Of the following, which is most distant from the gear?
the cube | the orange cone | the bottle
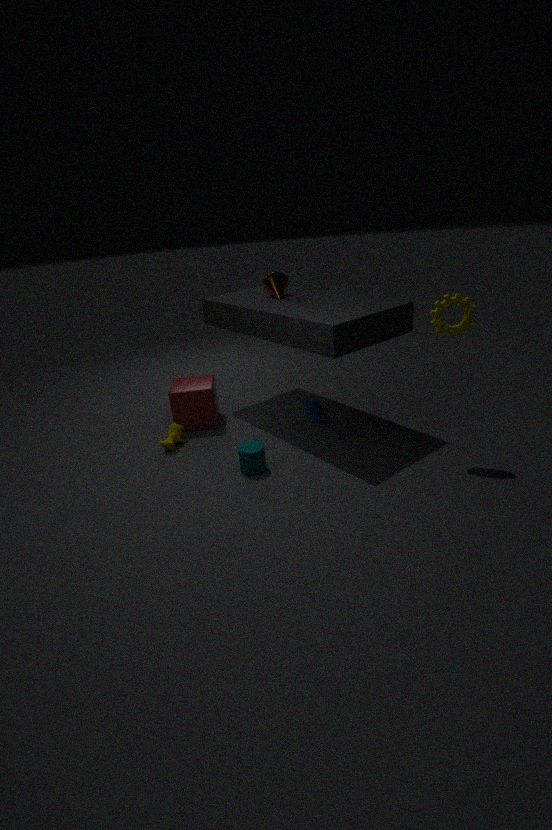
the cube
